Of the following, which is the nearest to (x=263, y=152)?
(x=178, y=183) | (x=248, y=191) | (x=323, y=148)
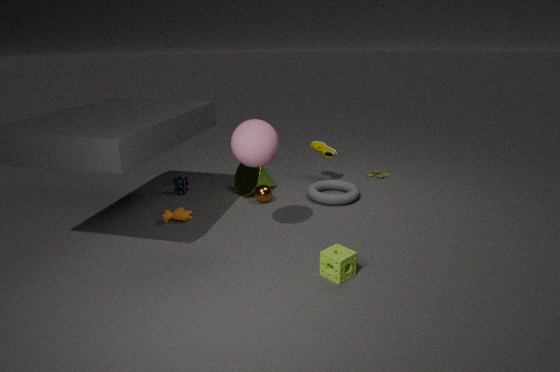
(x=248, y=191)
